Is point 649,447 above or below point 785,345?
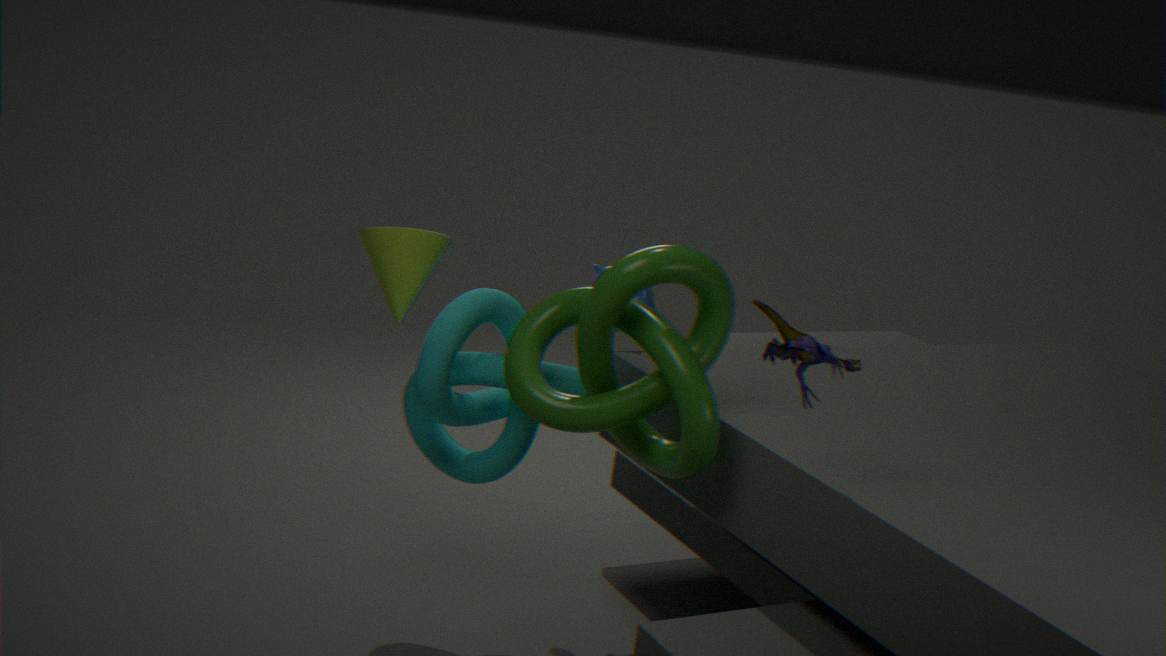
below
